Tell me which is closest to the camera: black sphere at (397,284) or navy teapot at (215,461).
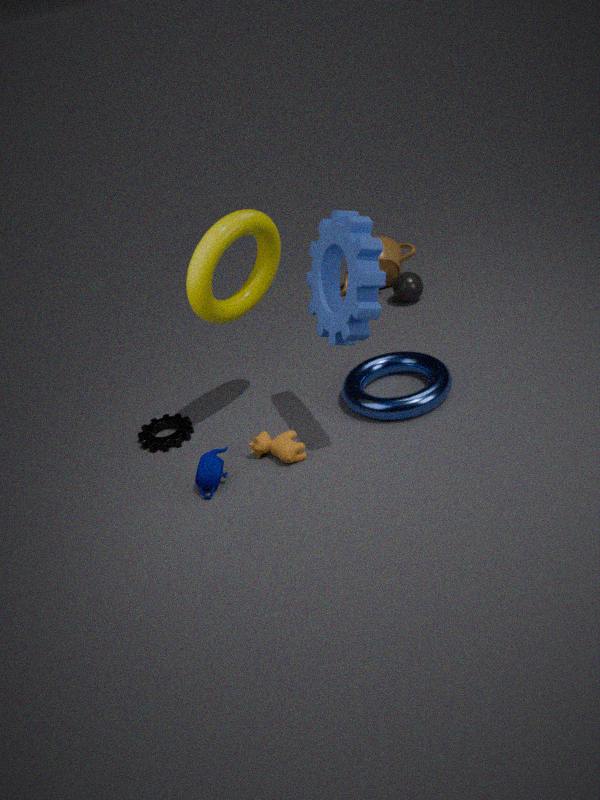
navy teapot at (215,461)
